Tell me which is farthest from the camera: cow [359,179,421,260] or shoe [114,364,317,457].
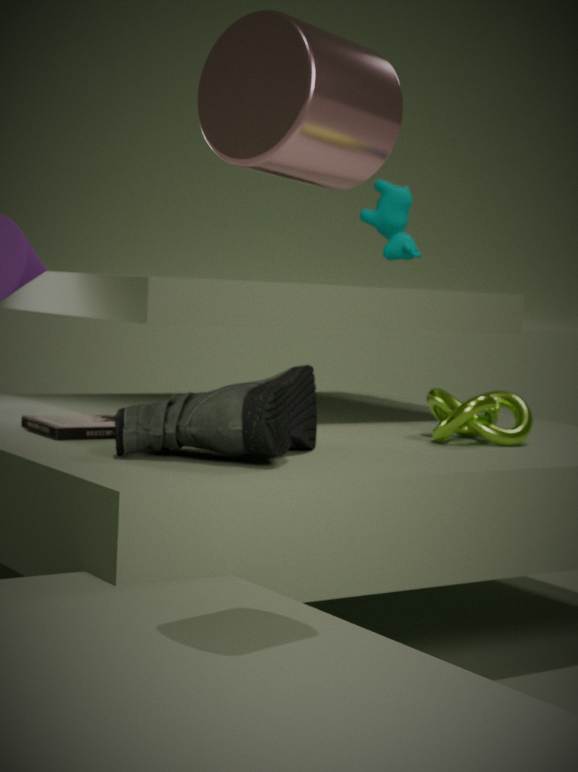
cow [359,179,421,260]
